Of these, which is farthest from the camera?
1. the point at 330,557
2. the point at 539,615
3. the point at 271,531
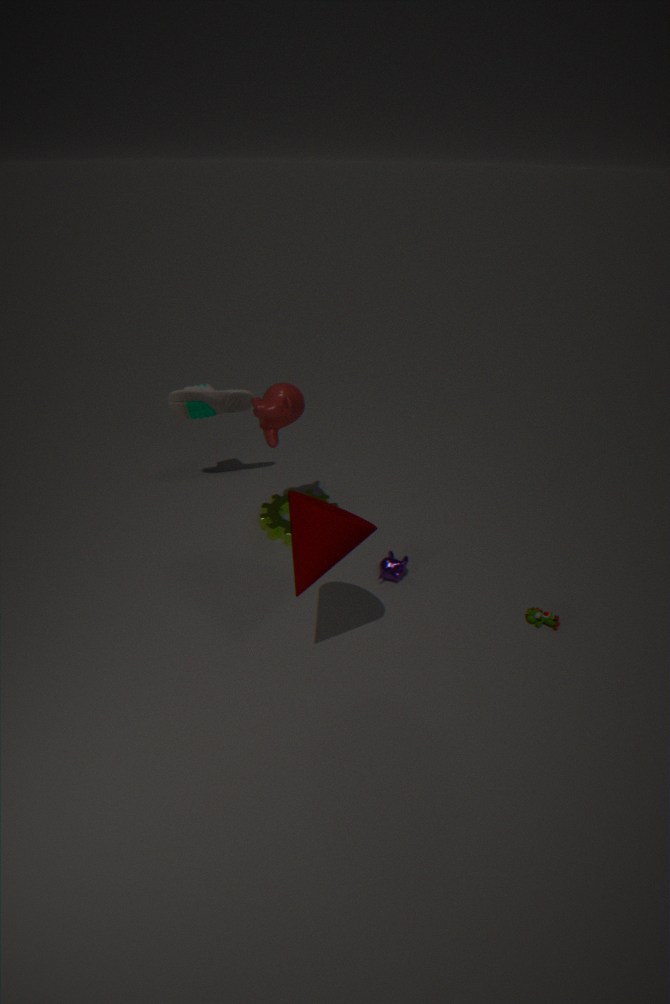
the point at 271,531
